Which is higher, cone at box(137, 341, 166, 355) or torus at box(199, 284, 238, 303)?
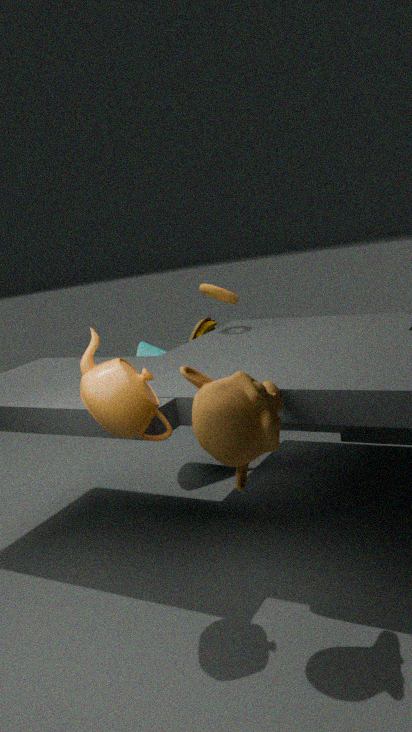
torus at box(199, 284, 238, 303)
